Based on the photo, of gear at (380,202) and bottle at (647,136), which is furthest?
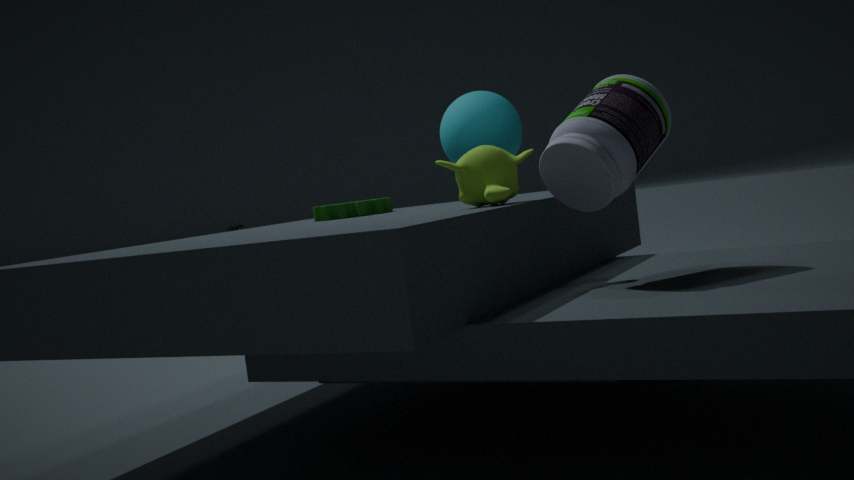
gear at (380,202)
